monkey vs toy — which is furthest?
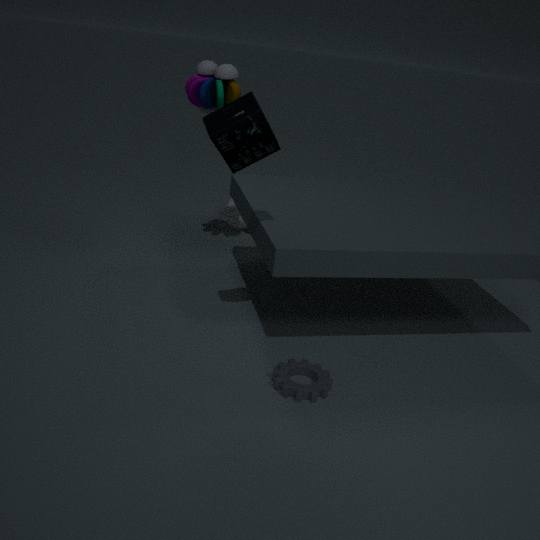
monkey
